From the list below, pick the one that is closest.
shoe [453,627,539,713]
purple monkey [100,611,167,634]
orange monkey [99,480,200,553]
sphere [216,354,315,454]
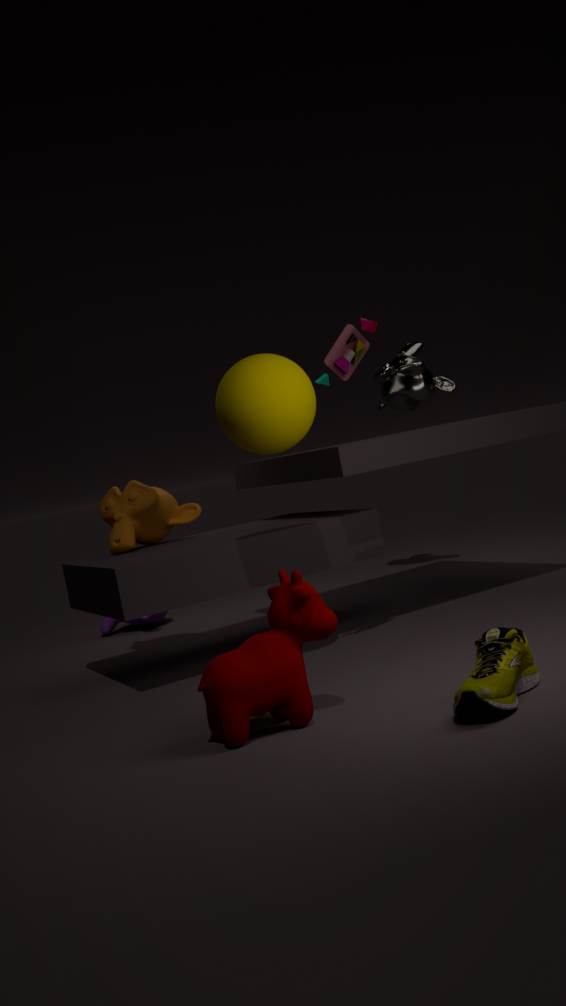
shoe [453,627,539,713]
